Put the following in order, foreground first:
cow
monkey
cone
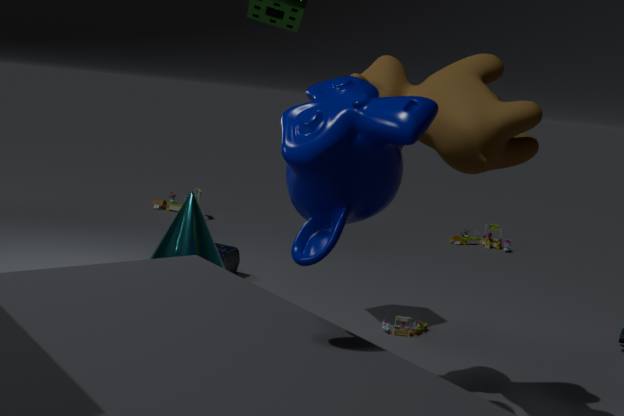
monkey
cow
cone
